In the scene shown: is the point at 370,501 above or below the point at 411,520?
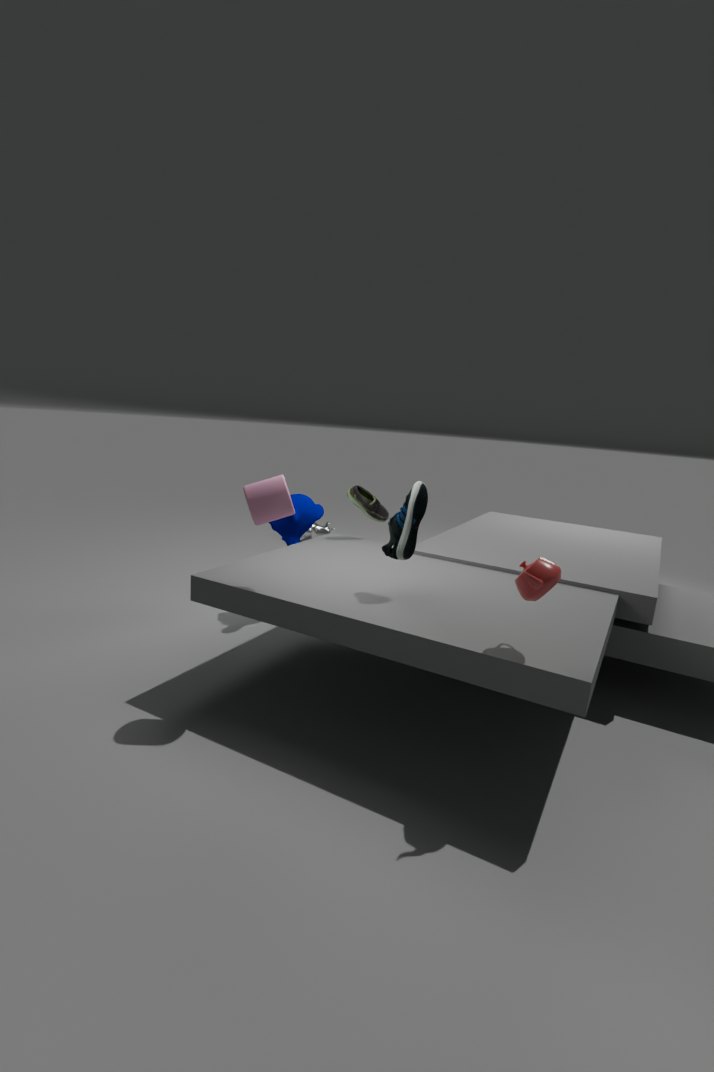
below
